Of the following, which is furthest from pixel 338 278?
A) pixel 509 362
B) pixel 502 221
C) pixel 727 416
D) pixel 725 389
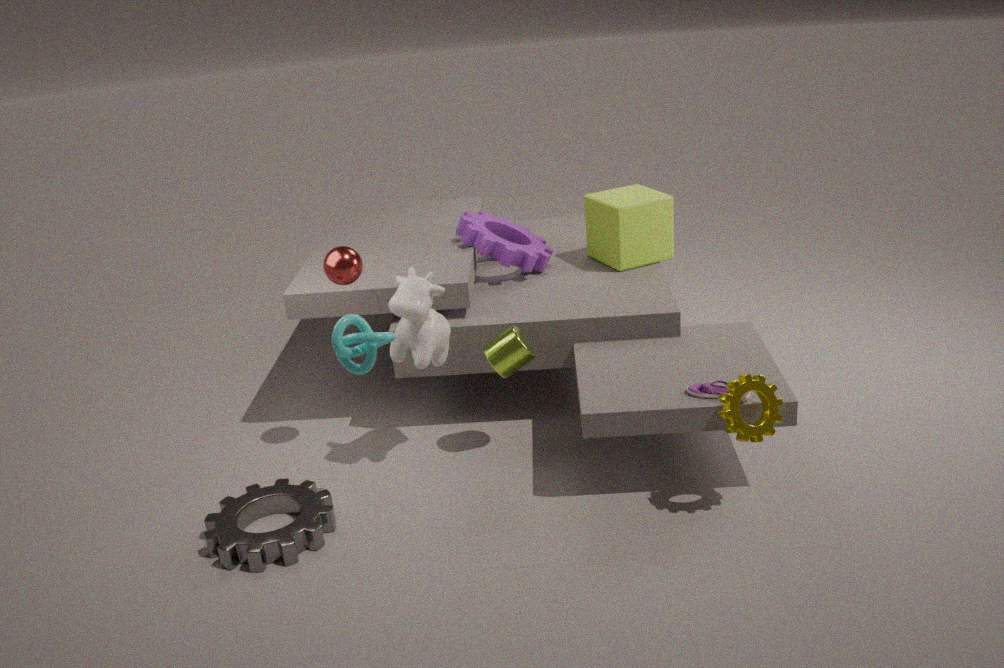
pixel 727 416
